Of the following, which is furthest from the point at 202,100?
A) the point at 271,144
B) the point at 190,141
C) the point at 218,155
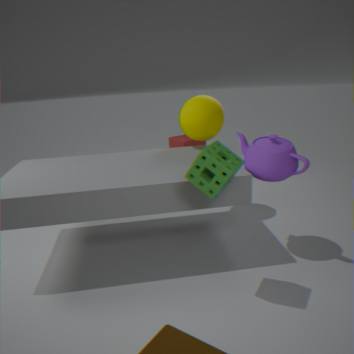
the point at 190,141
